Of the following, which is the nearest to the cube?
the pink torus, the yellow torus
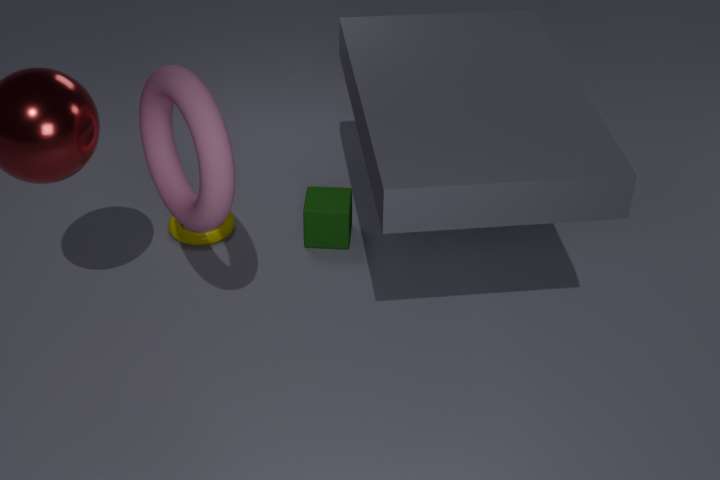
the yellow torus
